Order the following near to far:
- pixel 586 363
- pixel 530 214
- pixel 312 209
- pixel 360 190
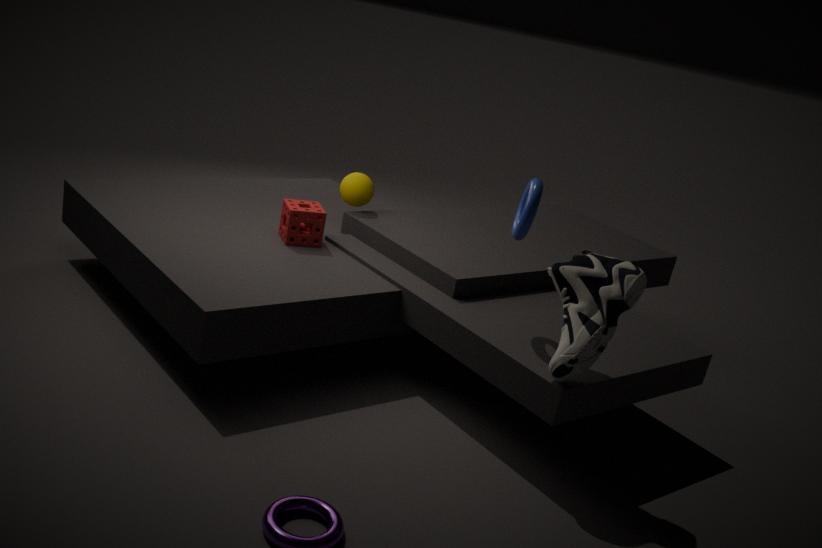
1. pixel 586 363
2. pixel 530 214
3. pixel 312 209
4. pixel 360 190
